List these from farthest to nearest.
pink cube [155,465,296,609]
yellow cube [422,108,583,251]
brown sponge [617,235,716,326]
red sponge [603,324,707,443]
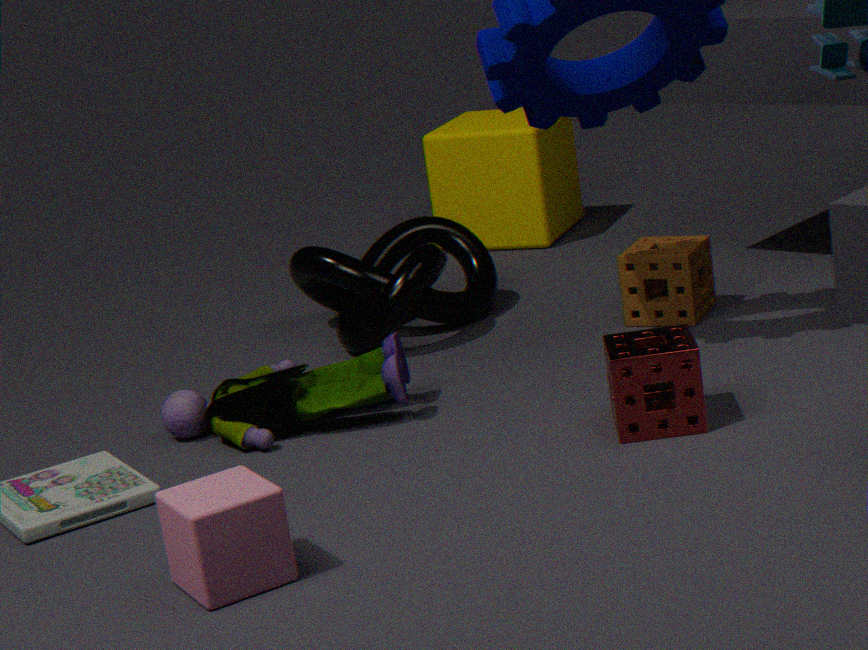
yellow cube [422,108,583,251], brown sponge [617,235,716,326], red sponge [603,324,707,443], pink cube [155,465,296,609]
